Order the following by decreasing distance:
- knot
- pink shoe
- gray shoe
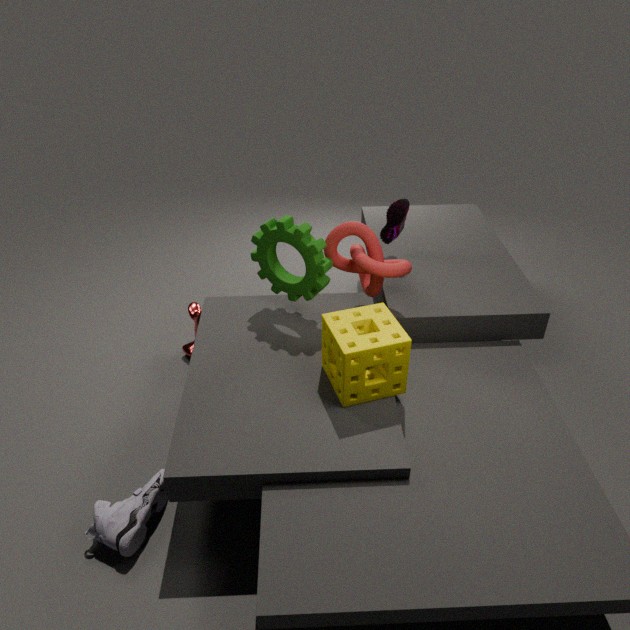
pink shoe < knot < gray shoe
